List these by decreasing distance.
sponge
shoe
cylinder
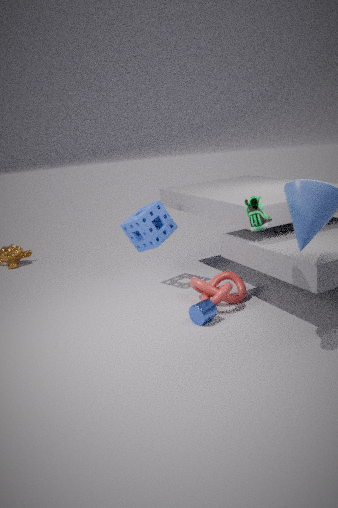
1. sponge
2. cylinder
3. shoe
